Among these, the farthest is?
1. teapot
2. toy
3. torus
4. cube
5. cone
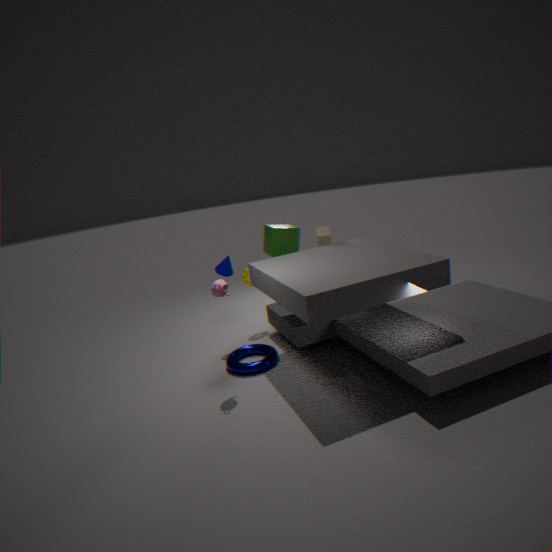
cube
